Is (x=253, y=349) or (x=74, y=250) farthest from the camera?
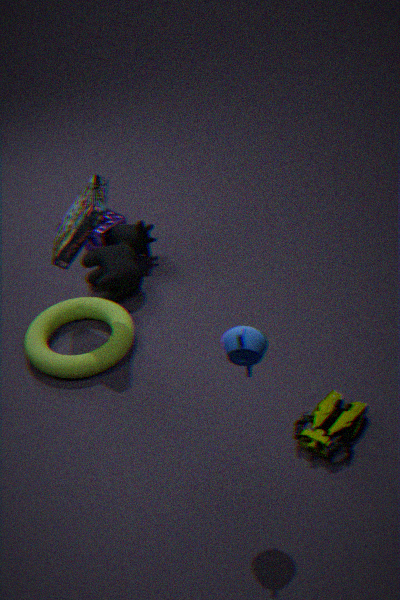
(x=74, y=250)
